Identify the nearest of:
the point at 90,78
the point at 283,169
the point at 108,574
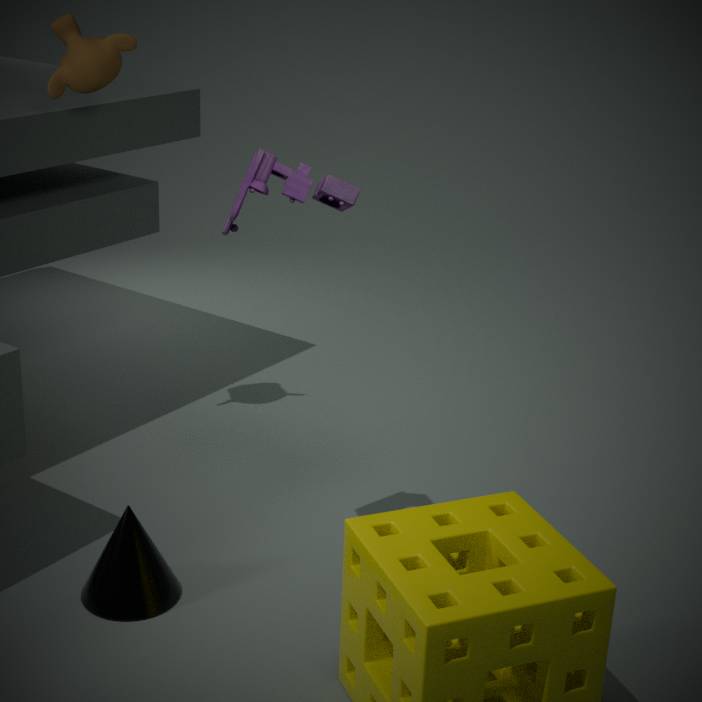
the point at 283,169
